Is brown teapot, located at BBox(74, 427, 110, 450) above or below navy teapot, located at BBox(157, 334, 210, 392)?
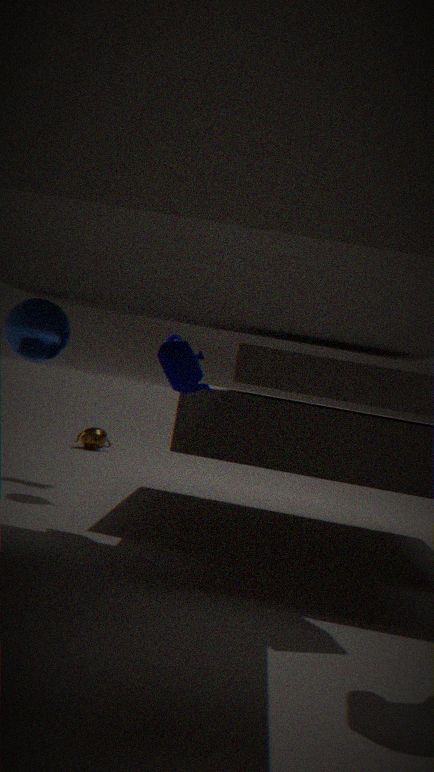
below
